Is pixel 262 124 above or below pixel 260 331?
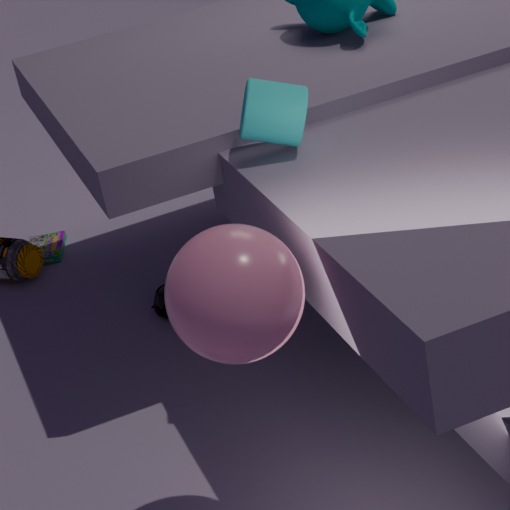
above
